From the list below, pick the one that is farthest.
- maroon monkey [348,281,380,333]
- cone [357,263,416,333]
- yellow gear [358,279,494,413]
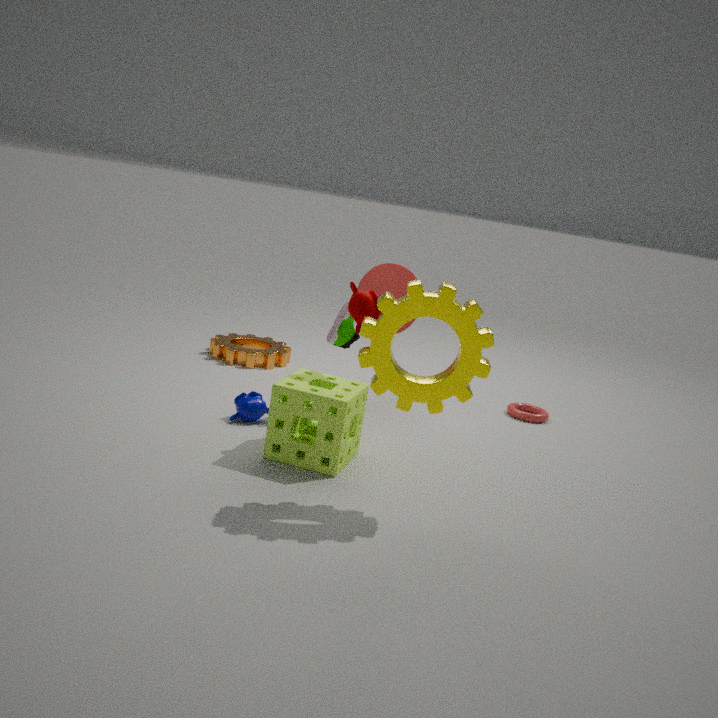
cone [357,263,416,333]
